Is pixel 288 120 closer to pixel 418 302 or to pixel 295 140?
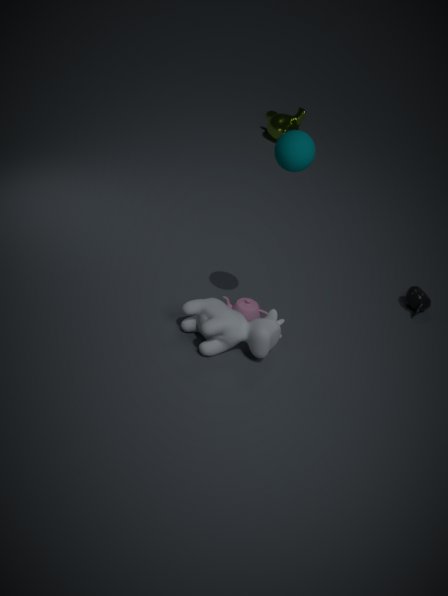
pixel 418 302
